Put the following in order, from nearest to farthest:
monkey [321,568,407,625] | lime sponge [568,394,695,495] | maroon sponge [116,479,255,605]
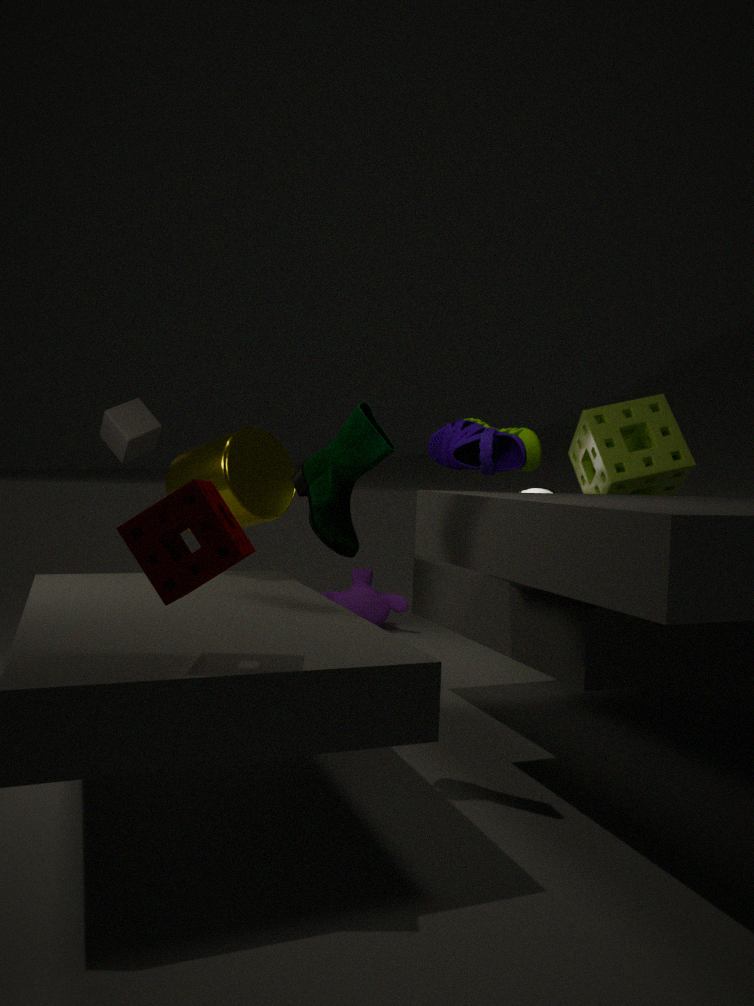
maroon sponge [116,479,255,605]
lime sponge [568,394,695,495]
monkey [321,568,407,625]
